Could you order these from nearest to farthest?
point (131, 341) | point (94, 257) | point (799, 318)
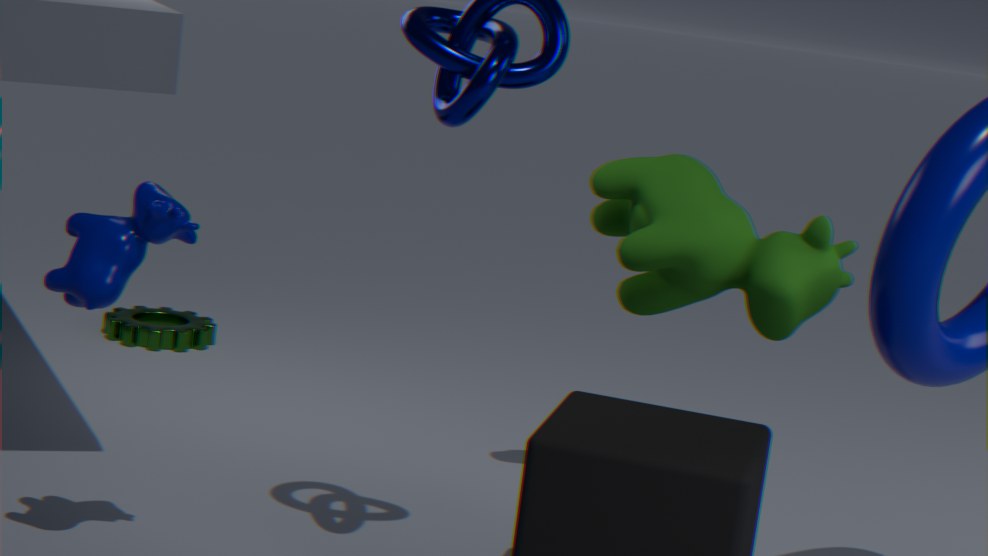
point (94, 257) → point (799, 318) → point (131, 341)
